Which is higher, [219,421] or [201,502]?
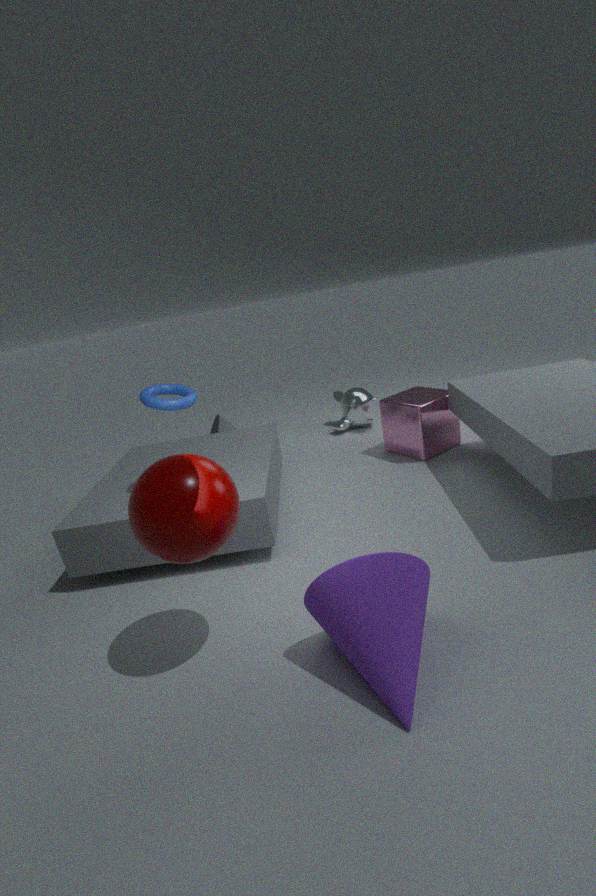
[201,502]
